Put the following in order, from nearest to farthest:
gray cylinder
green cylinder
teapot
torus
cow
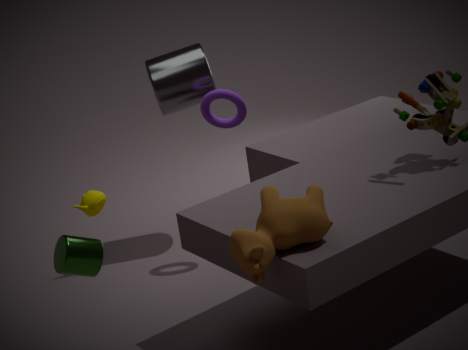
cow → green cylinder → torus → gray cylinder → teapot
